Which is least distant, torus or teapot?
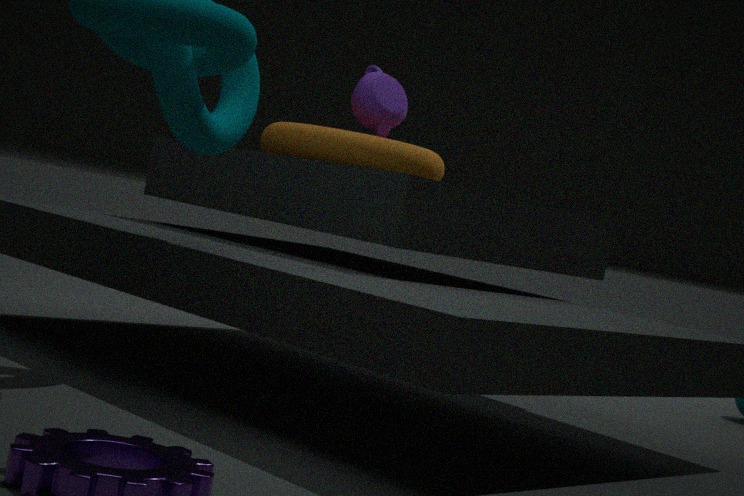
torus
